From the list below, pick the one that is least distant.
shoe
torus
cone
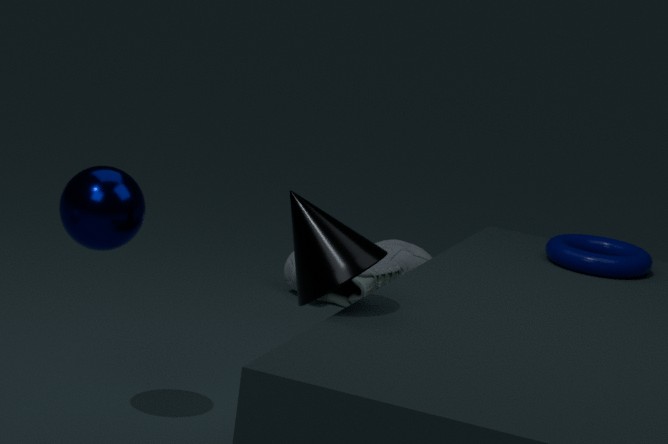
cone
